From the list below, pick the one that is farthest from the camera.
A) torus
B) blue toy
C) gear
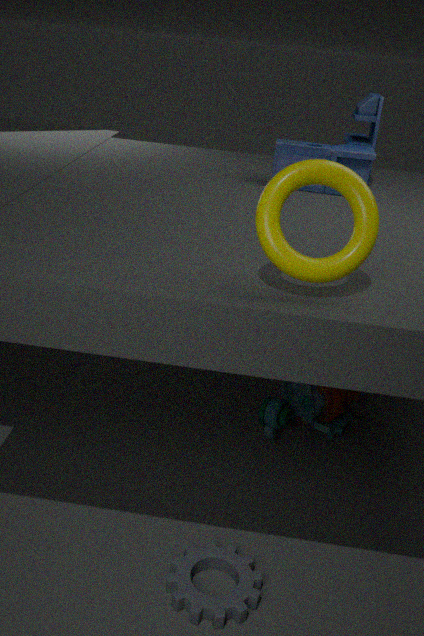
blue toy
